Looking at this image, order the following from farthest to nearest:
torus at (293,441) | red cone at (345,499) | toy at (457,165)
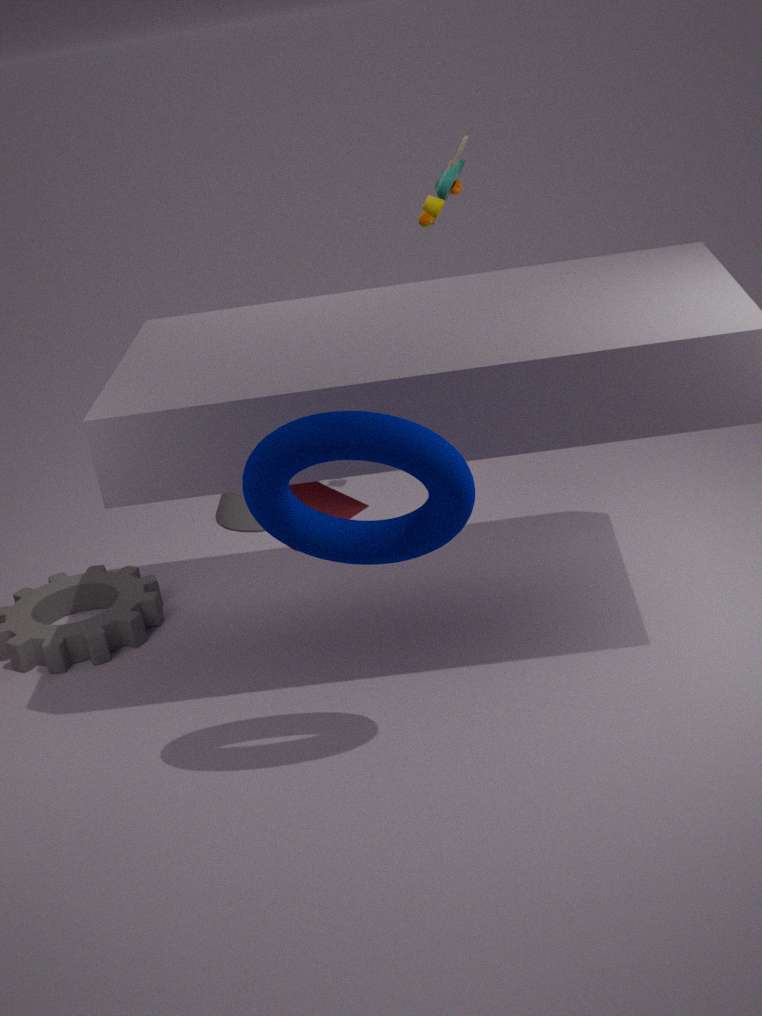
toy at (457,165) < red cone at (345,499) < torus at (293,441)
